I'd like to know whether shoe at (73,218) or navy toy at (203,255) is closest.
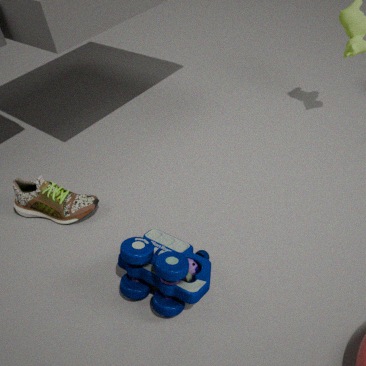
navy toy at (203,255)
